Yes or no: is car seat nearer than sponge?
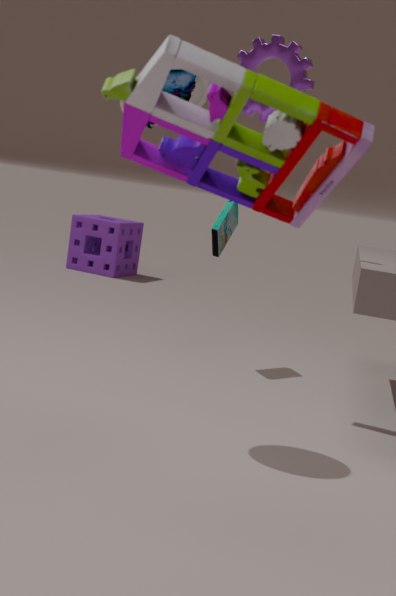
Yes
